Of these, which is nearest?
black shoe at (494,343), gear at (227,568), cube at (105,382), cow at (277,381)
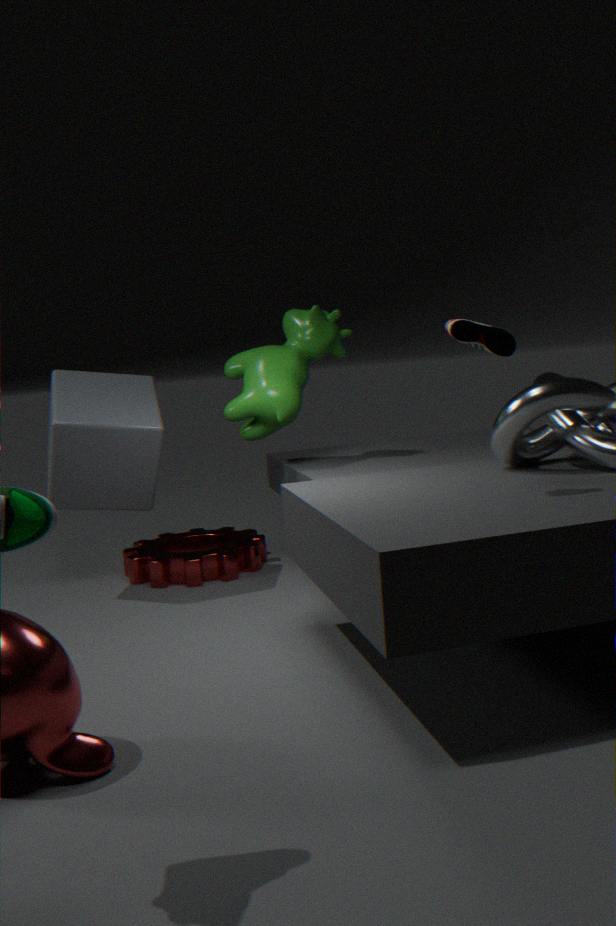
black shoe at (494,343)
